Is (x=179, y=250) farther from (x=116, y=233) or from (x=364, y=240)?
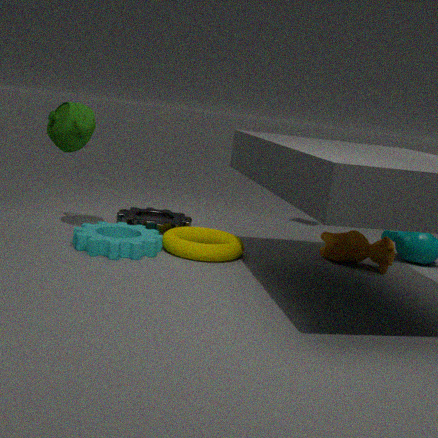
(x=364, y=240)
